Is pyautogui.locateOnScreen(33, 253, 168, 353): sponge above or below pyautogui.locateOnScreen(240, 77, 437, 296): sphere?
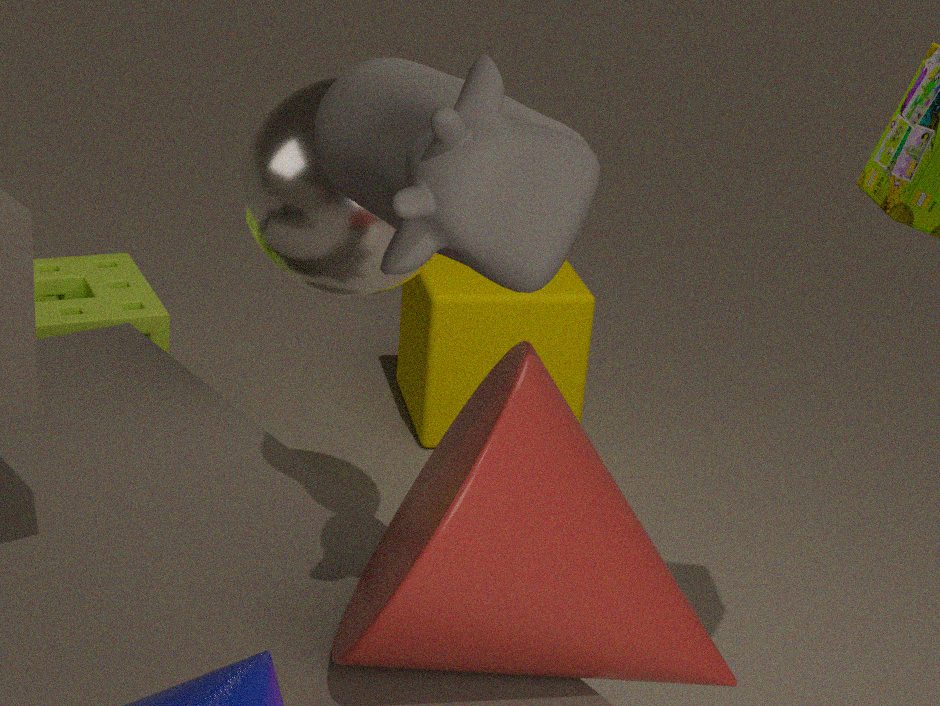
below
